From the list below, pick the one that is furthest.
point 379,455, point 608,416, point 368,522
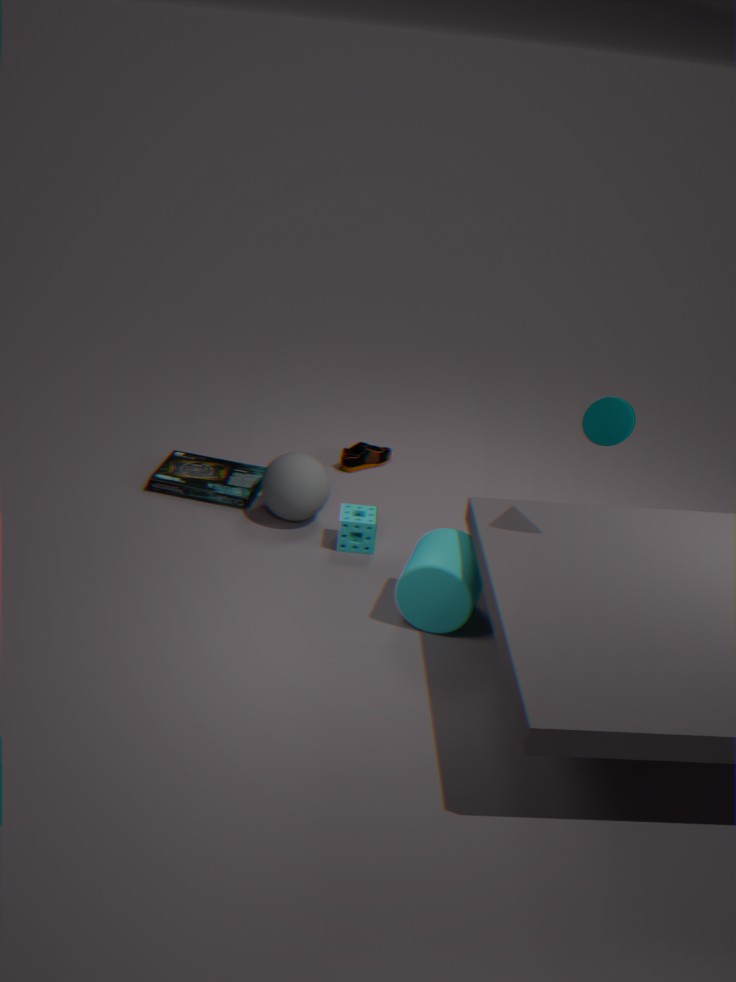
point 379,455
